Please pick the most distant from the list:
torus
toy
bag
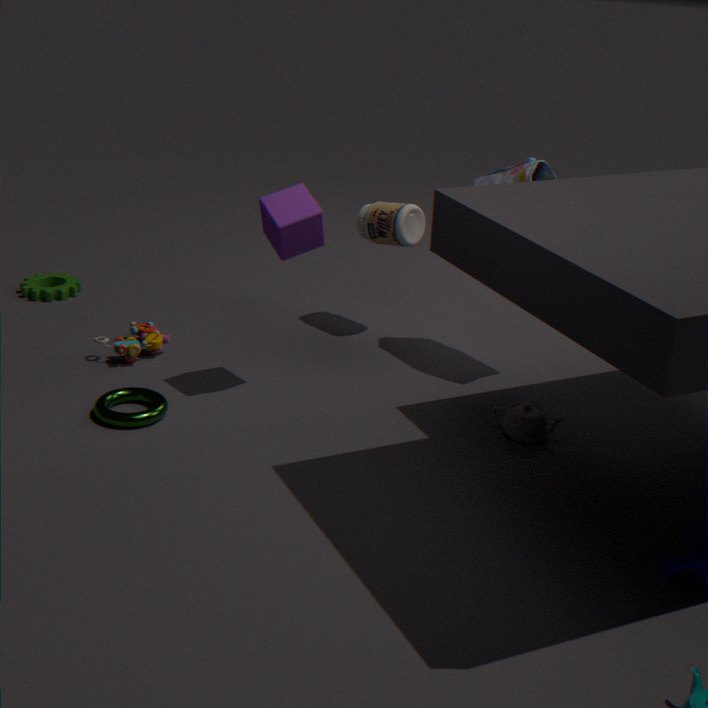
toy
